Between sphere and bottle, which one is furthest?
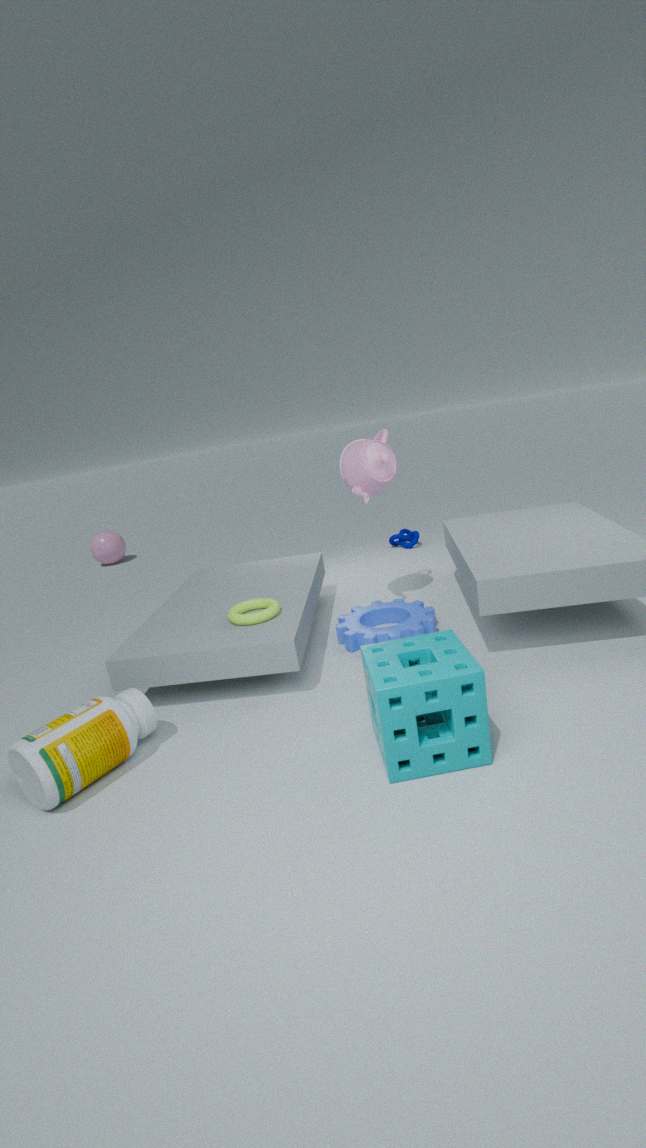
sphere
